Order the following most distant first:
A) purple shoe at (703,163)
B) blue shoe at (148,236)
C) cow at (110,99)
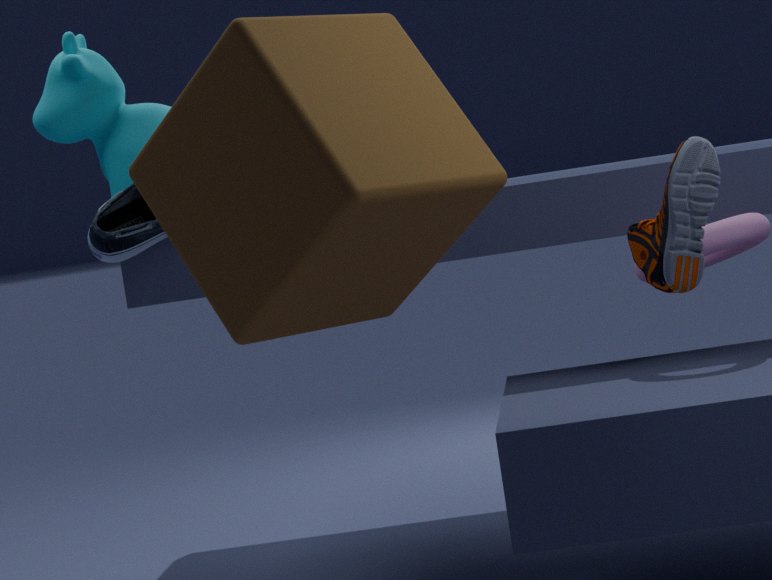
cow at (110,99)
blue shoe at (148,236)
purple shoe at (703,163)
